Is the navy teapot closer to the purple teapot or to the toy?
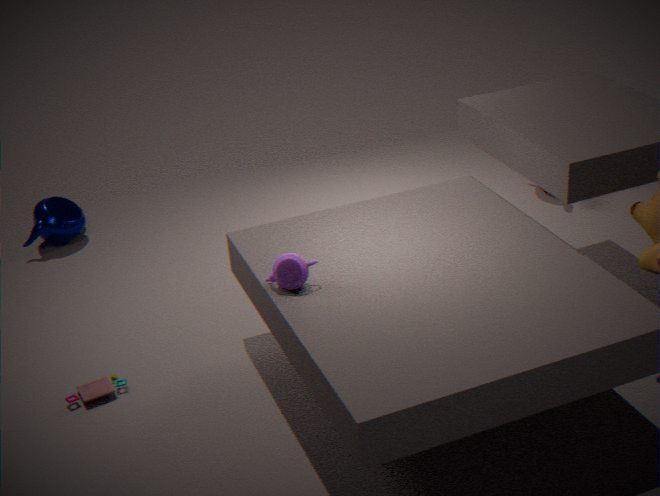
the toy
